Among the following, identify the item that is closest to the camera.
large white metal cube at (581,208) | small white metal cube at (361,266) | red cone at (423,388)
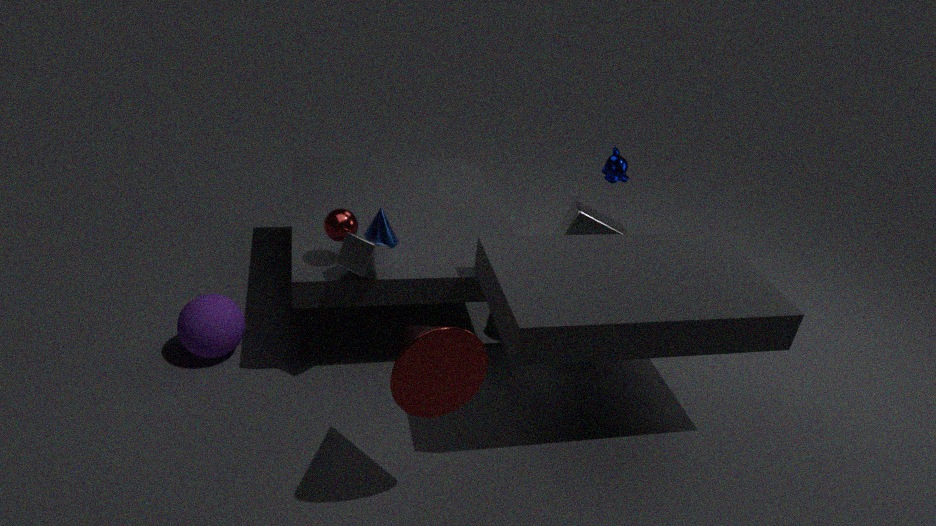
red cone at (423,388)
